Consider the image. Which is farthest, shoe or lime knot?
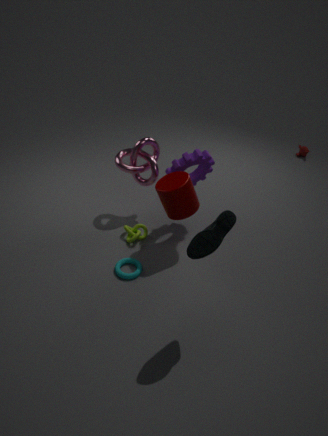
lime knot
